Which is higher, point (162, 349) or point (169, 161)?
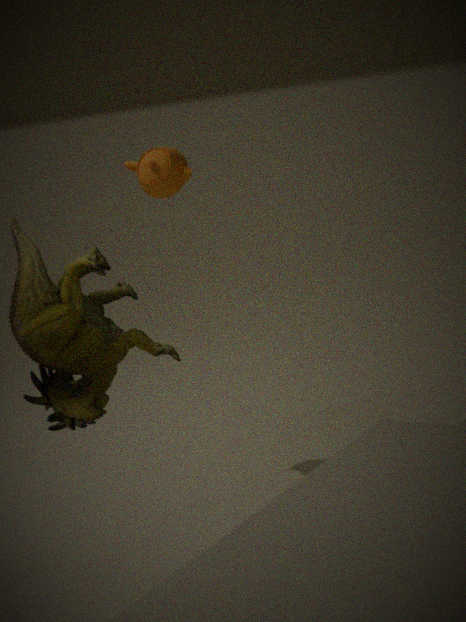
point (169, 161)
